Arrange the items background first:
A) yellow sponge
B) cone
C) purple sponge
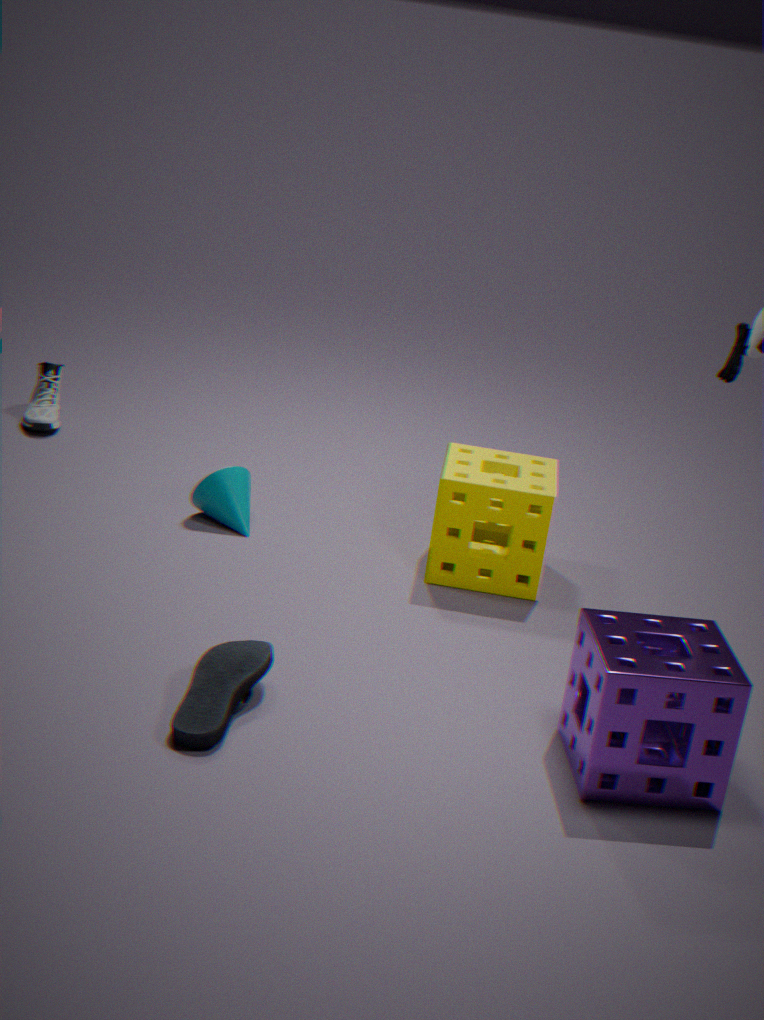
cone, yellow sponge, purple sponge
